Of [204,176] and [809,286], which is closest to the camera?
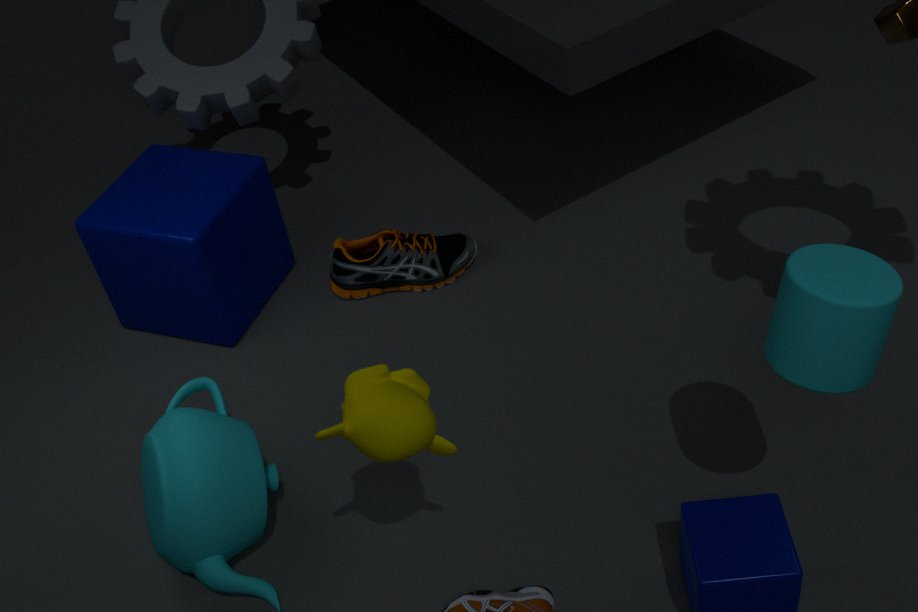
[809,286]
